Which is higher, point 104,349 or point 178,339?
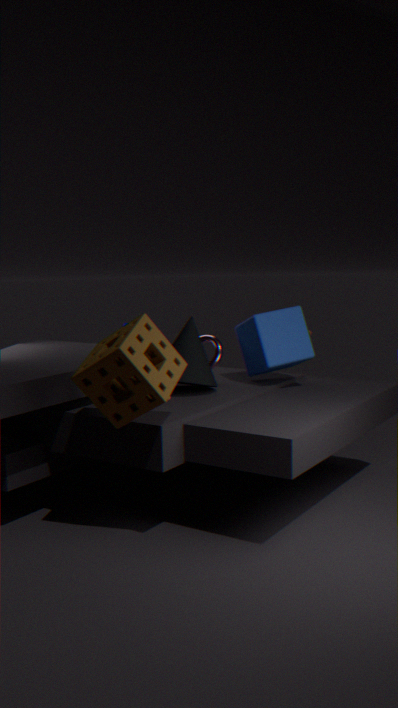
point 104,349
